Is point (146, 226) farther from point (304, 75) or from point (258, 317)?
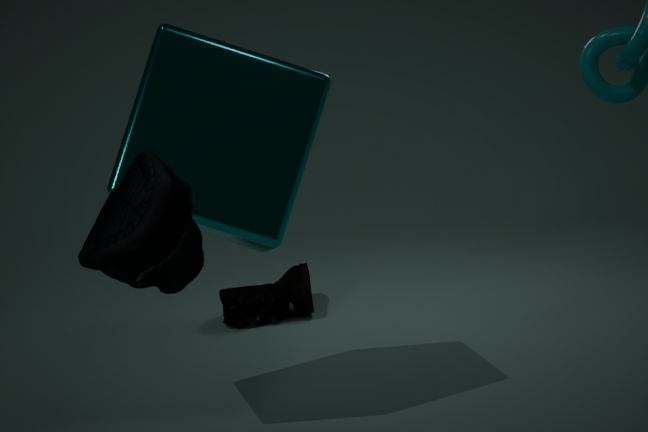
point (258, 317)
